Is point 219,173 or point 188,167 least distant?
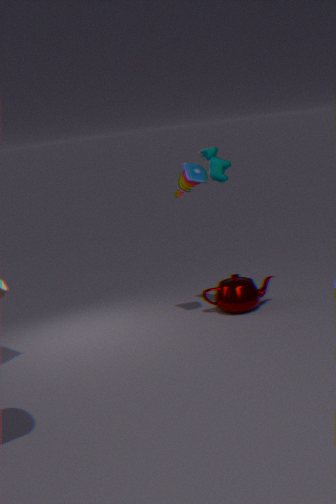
point 188,167
